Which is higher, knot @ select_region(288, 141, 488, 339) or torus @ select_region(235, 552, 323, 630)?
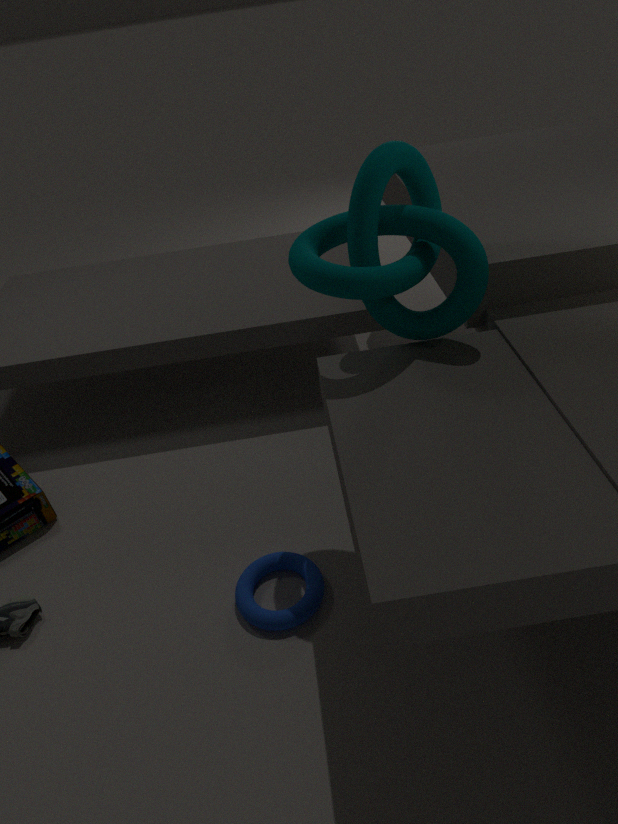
knot @ select_region(288, 141, 488, 339)
